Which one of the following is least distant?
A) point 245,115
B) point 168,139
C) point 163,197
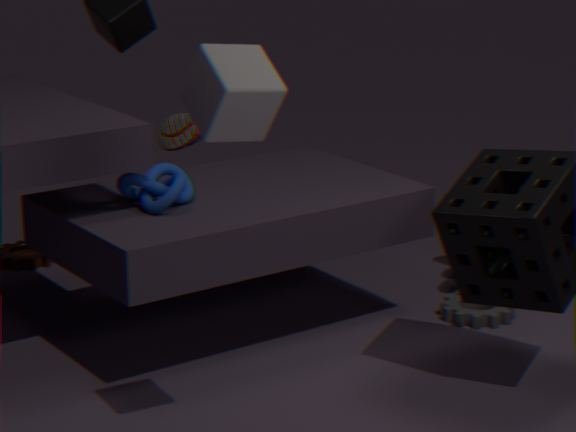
point 245,115
